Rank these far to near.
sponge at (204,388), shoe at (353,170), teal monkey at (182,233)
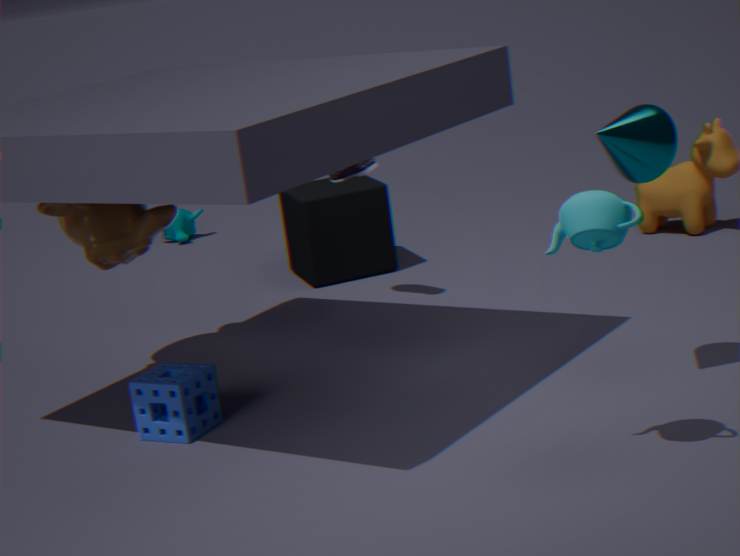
teal monkey at (182,233) → shoe at (353,170) → sponge at (204,388)
